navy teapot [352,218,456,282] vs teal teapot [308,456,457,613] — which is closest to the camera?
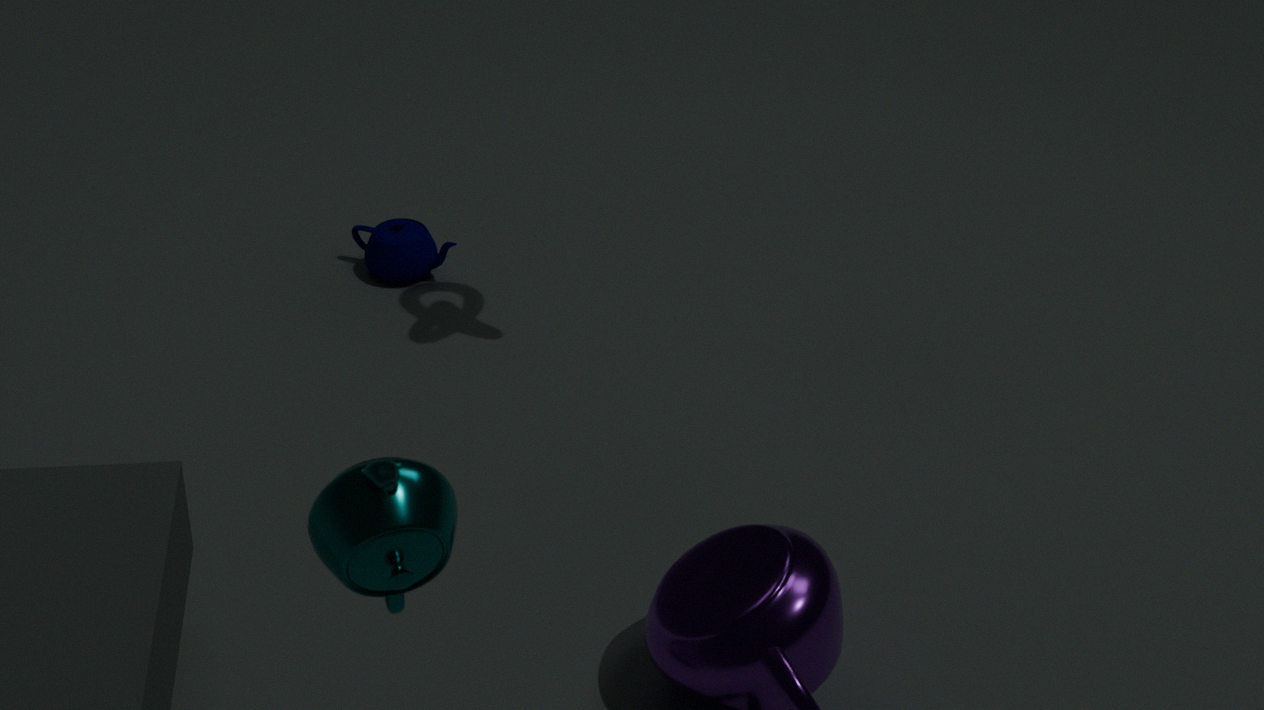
teal teapot [308,456,457,613]
